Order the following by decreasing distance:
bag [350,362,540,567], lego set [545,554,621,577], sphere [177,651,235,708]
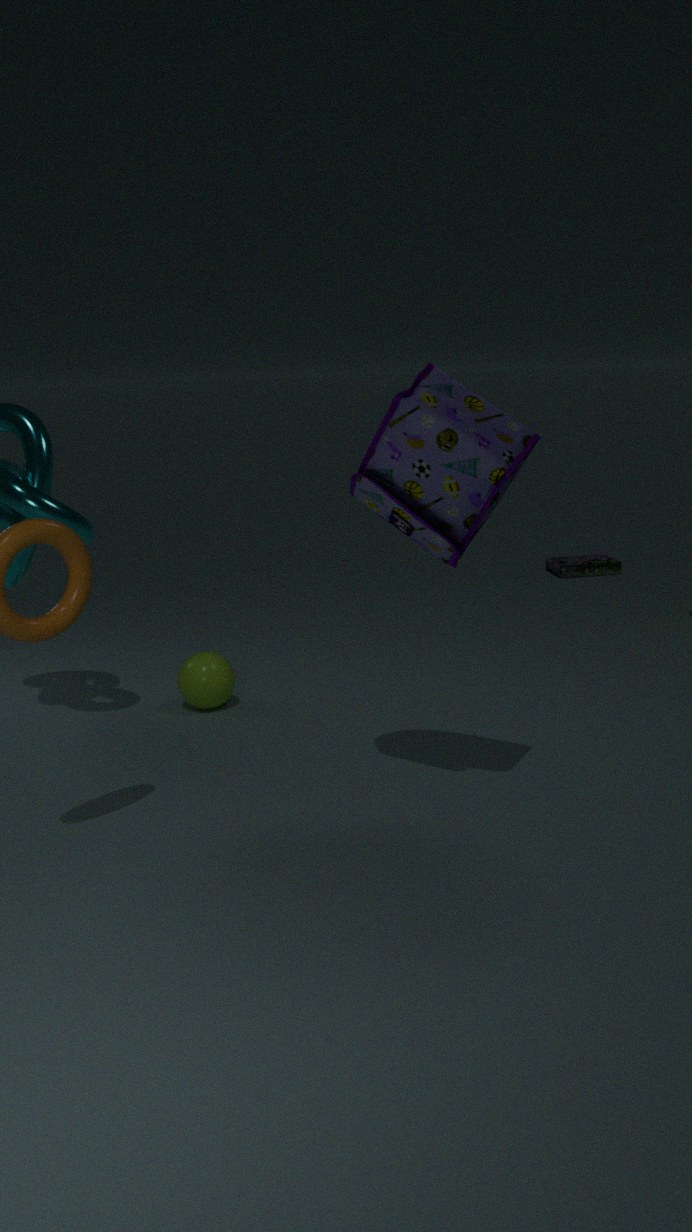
lego set [545,554,621,577] < sphere [177,651,235,708] < bag [350,362,540,567]
